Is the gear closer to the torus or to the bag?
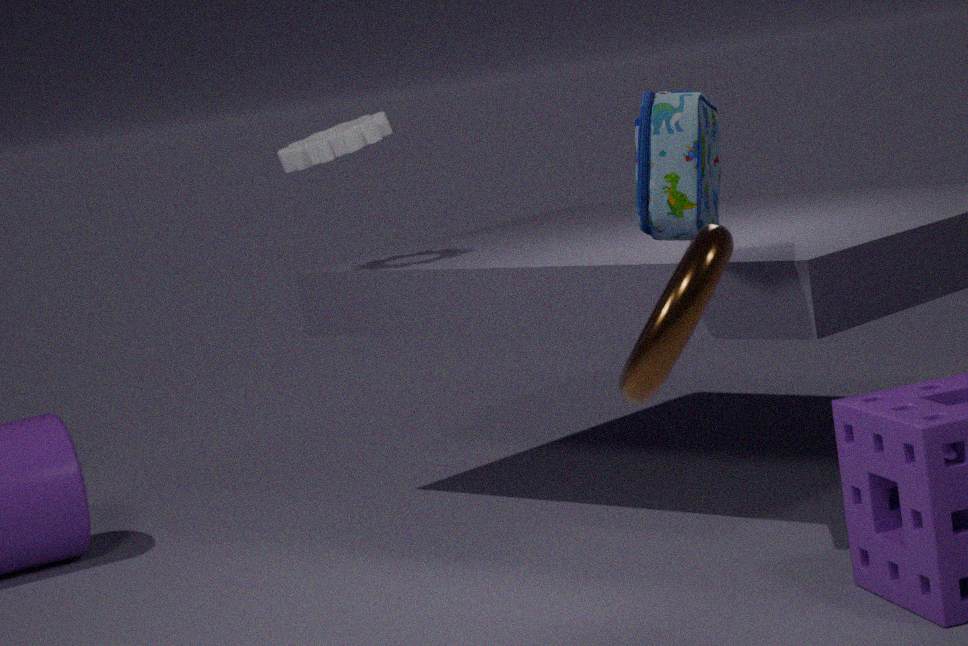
the bag
